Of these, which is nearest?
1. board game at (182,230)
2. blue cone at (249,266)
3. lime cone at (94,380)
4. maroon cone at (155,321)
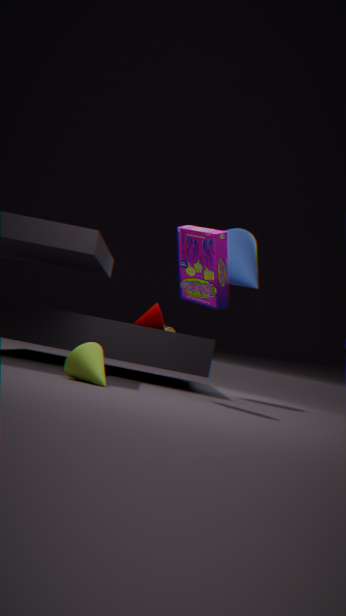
lime cone at (94,380)
